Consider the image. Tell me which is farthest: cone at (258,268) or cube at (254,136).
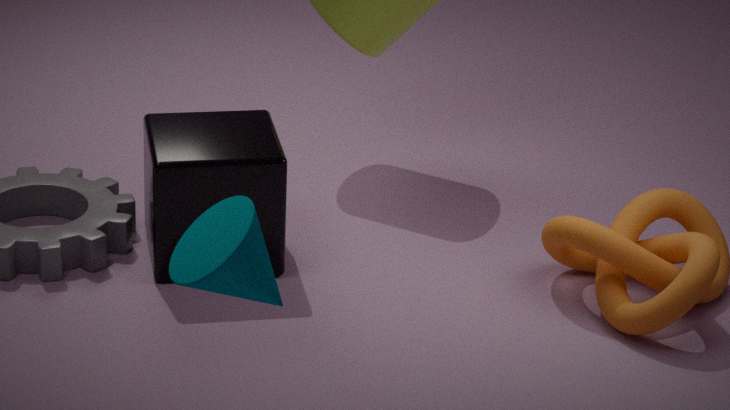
cube at (254,136)
